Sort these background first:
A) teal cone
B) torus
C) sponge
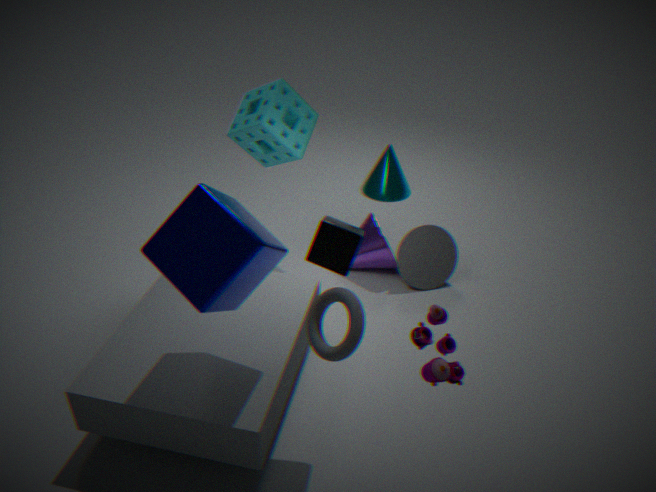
teal cone
sponge
torus
